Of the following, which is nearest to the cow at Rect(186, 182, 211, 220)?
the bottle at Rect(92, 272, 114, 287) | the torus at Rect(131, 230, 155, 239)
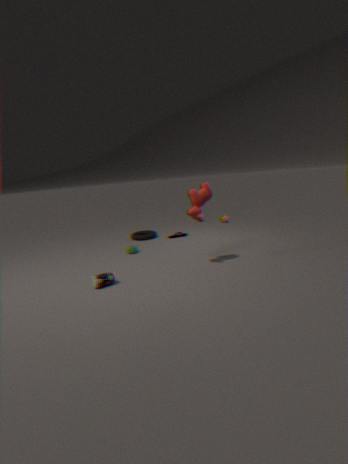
the bottle at Rect(92, 272, 114, 287)
